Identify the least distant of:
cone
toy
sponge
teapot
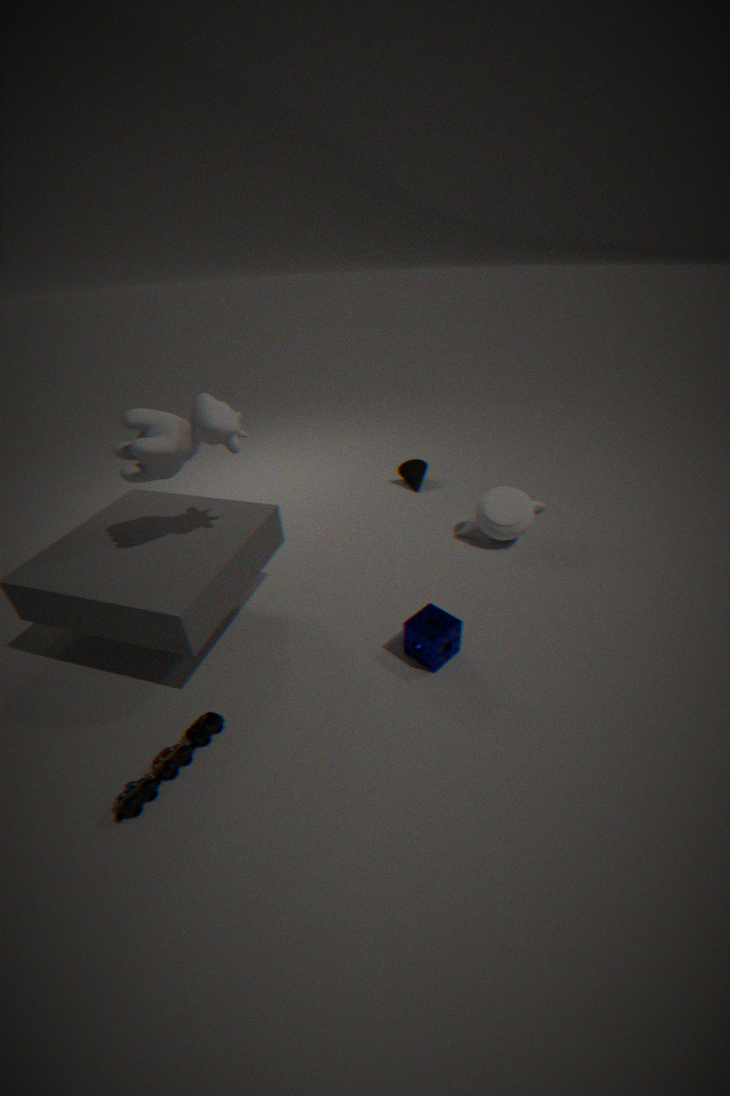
toy
